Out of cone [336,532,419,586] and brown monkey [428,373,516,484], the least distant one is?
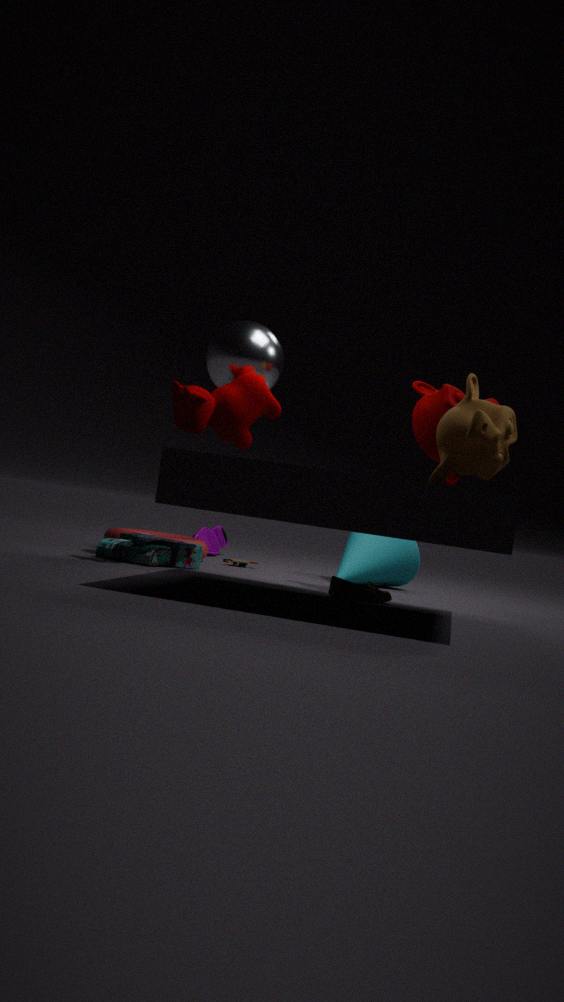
brown monkey [428,373,516,484]
